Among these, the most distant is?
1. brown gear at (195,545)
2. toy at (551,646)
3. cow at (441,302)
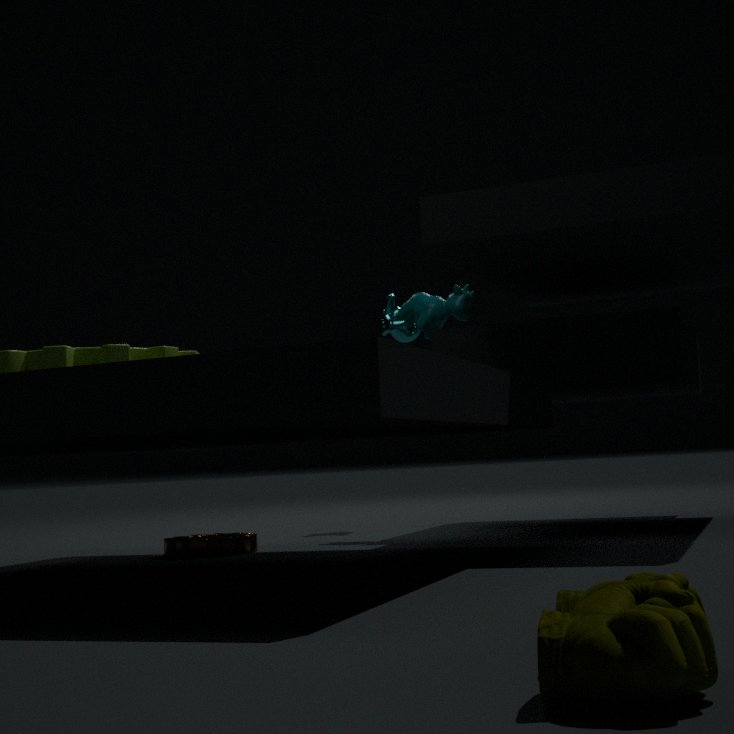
cow at (441,302)
